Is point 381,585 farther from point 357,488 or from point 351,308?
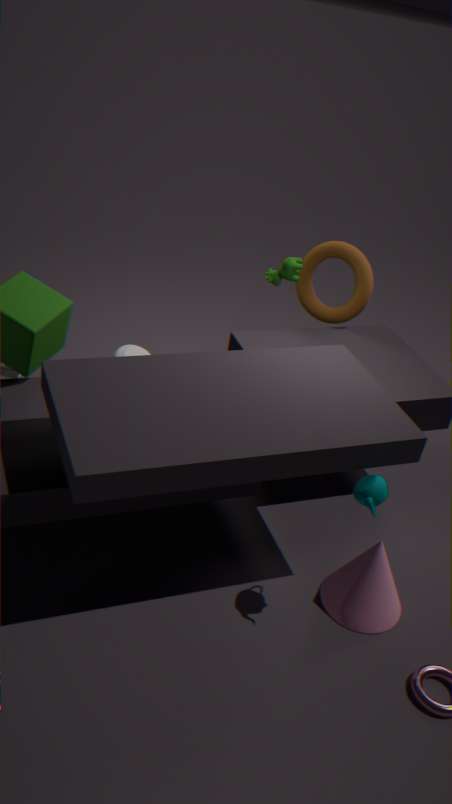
point 351,308
